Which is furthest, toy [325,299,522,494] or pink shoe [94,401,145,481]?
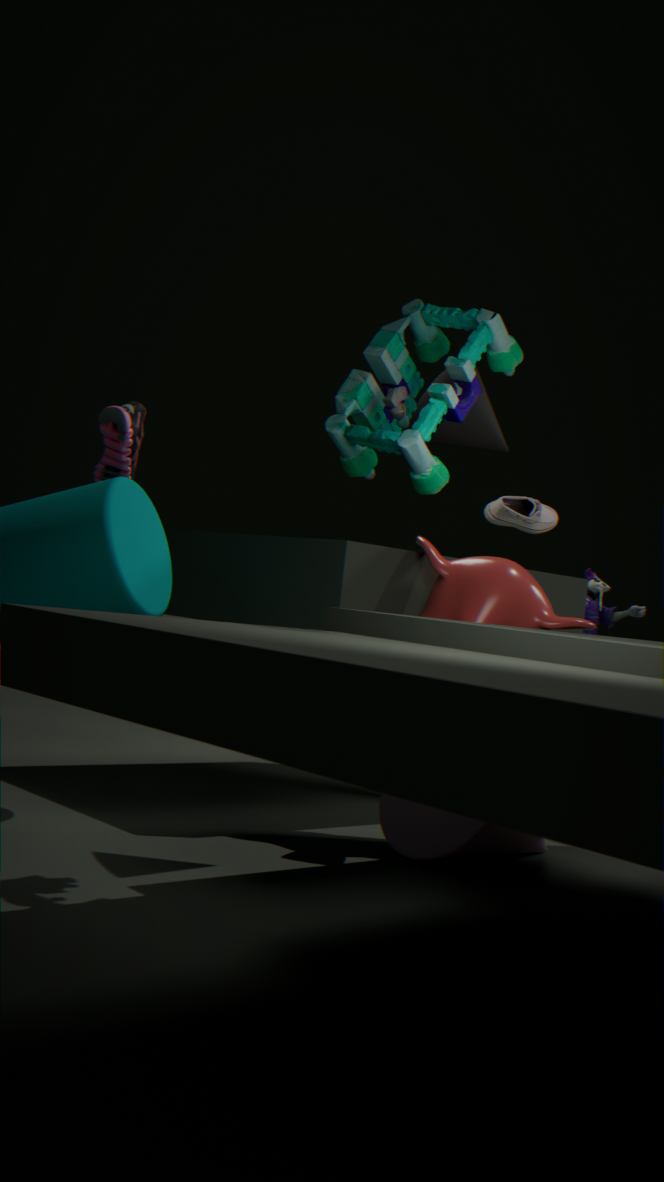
pink shoe [94,401,145,481]
